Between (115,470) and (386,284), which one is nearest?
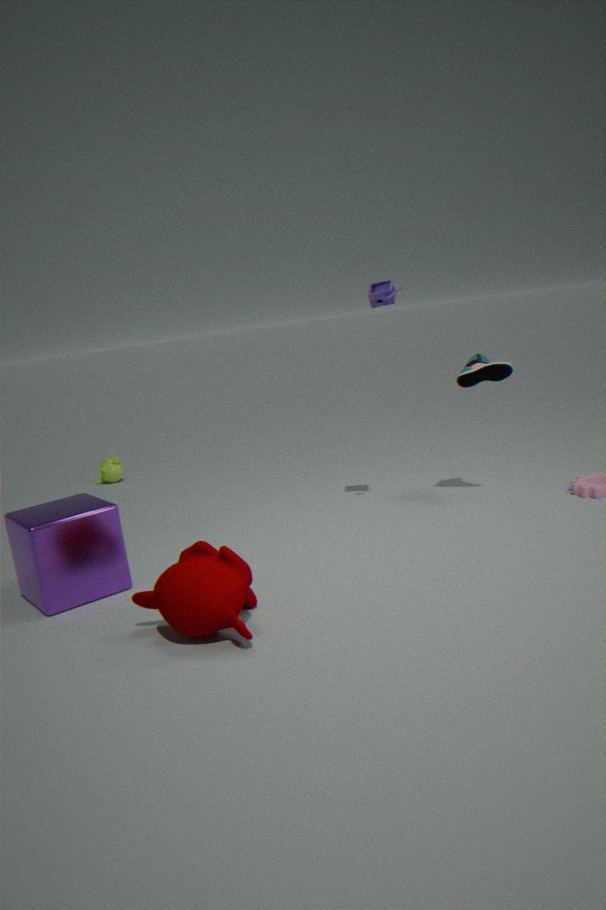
(386,284)
